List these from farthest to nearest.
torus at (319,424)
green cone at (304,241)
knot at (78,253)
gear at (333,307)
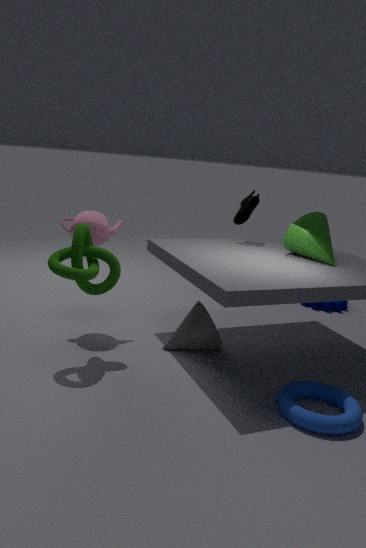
A: gear at (333,307) < green cone at (304,241) < knot at (78,253) < torus at (319,424)
